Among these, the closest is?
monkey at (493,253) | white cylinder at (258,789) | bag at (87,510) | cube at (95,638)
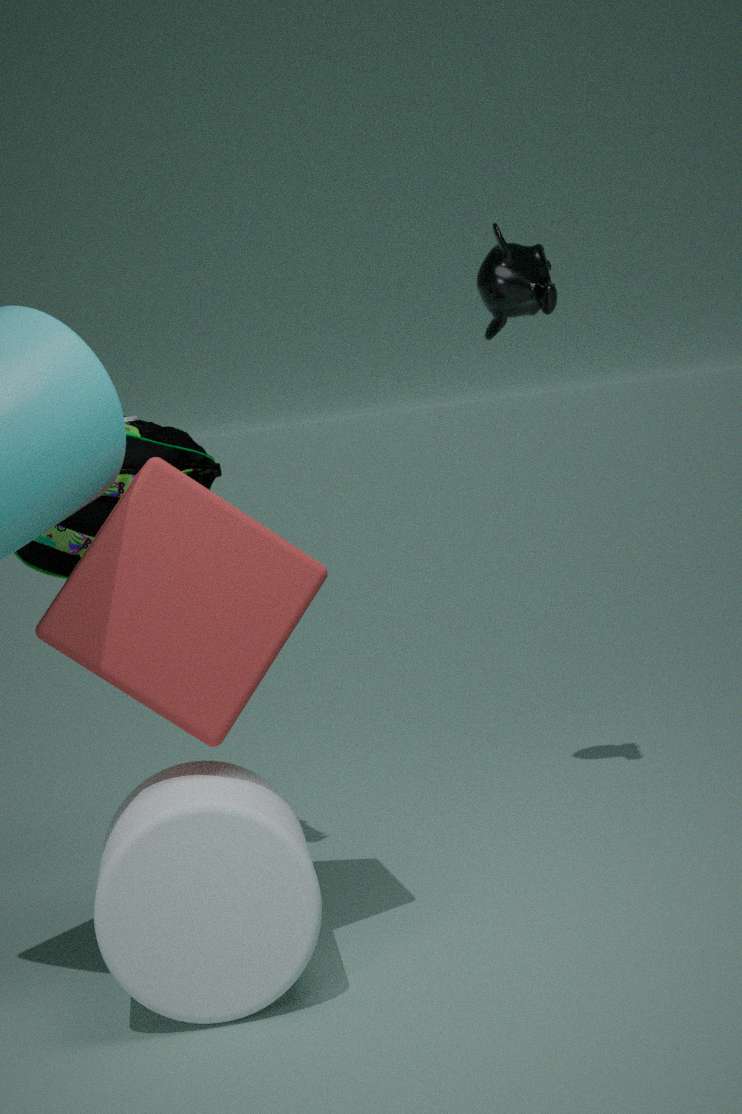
white cylinder at (258,789)
